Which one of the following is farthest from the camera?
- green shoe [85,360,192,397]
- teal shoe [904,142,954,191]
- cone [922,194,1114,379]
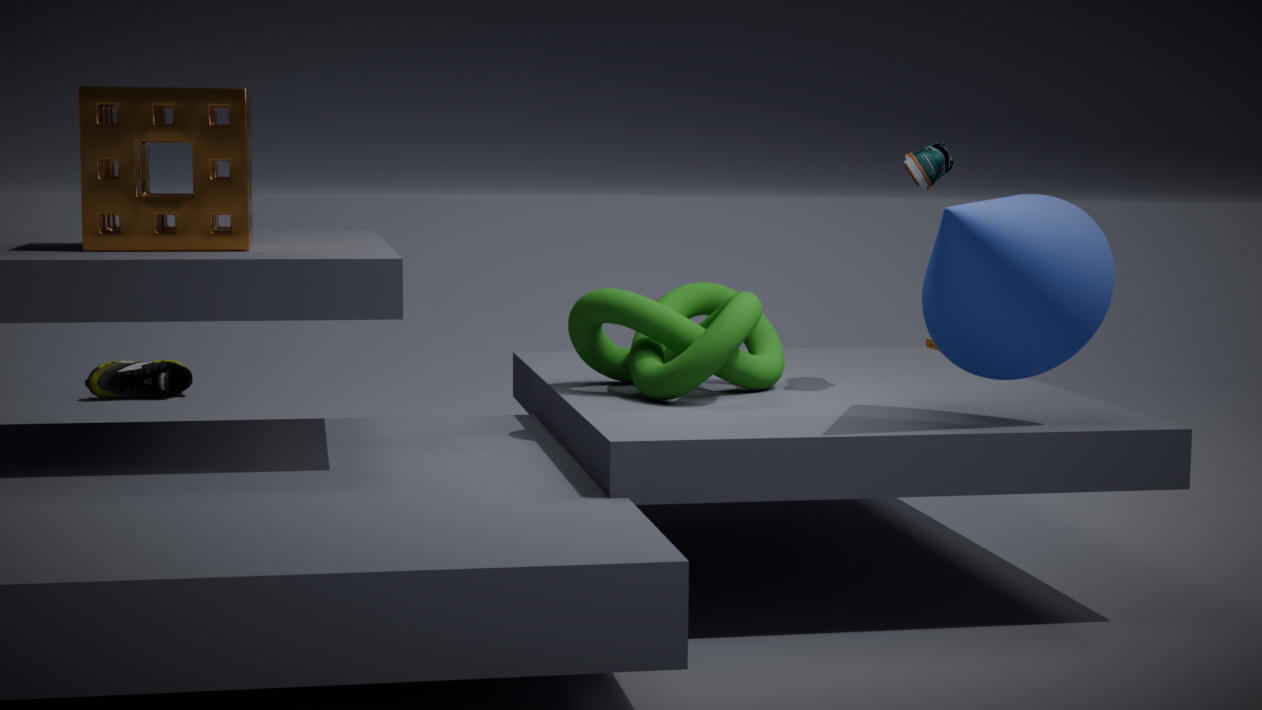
green shoe [85,360,192,397]
